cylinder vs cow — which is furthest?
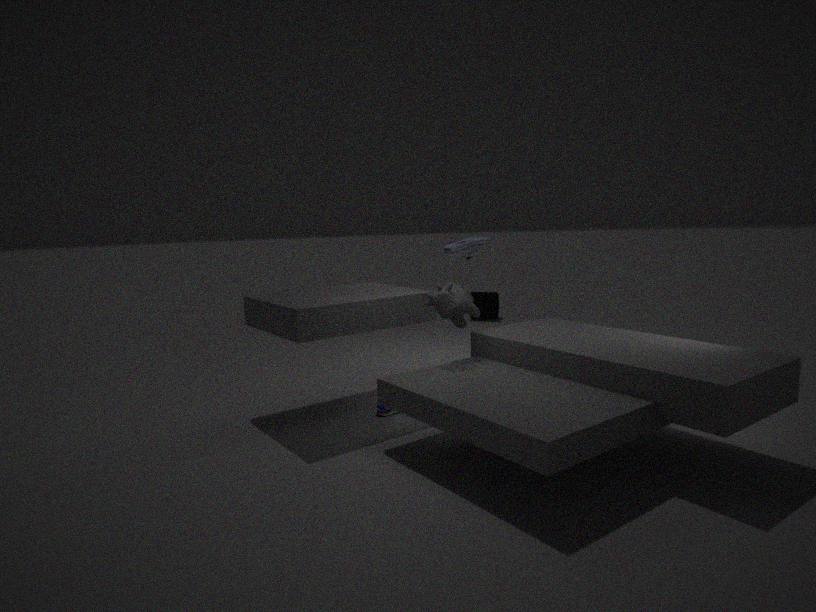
cylinder
